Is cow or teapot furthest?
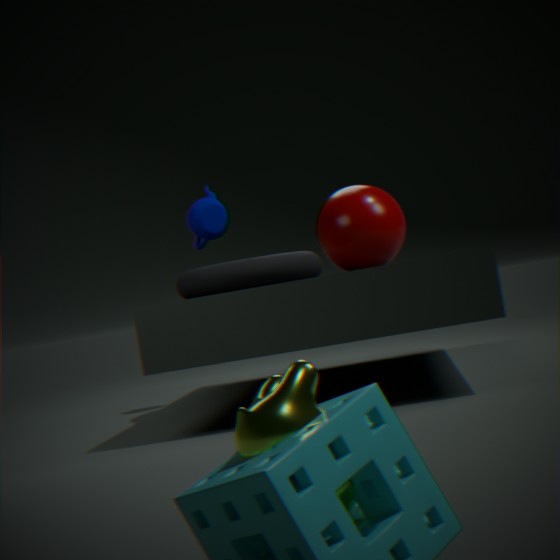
teapot
